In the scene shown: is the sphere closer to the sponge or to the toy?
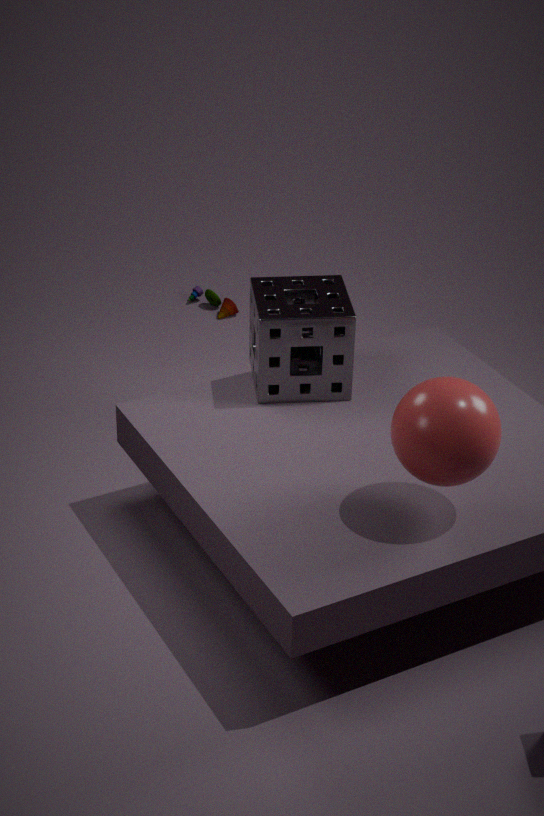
the sponge
